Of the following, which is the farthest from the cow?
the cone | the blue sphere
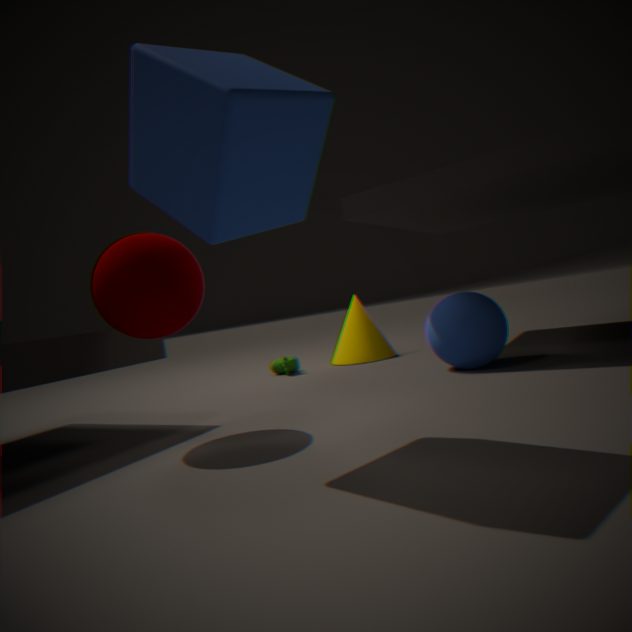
the blue sphere
